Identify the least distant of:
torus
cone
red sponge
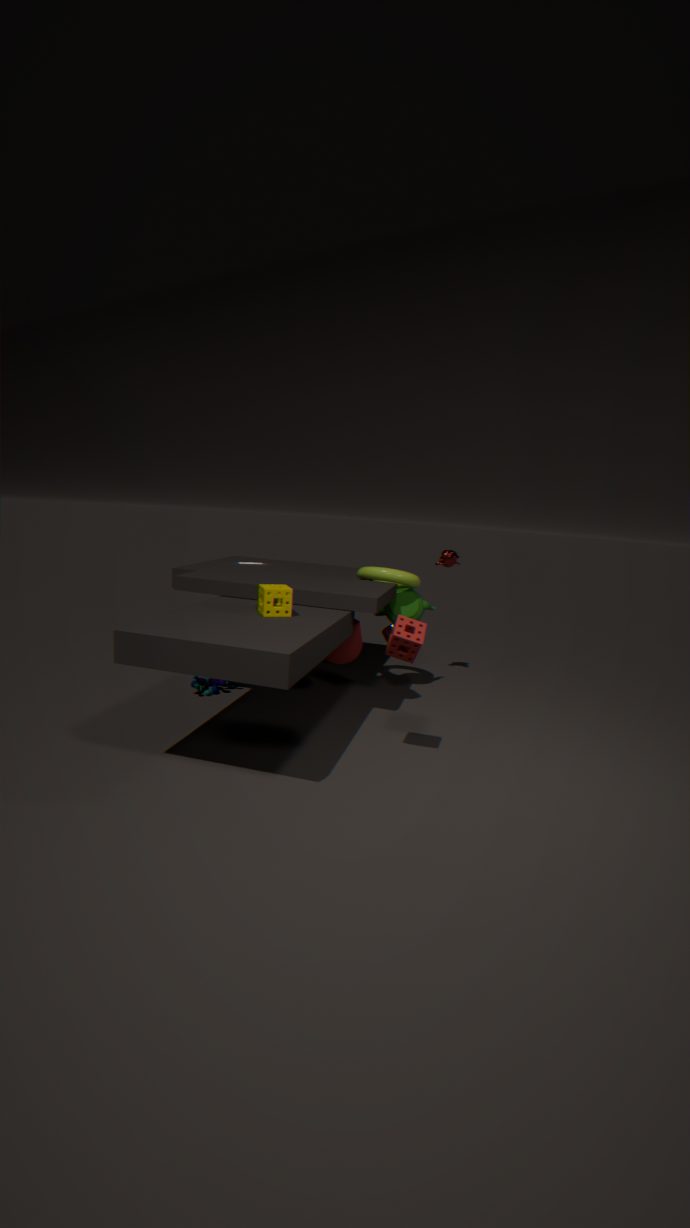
red sponge
